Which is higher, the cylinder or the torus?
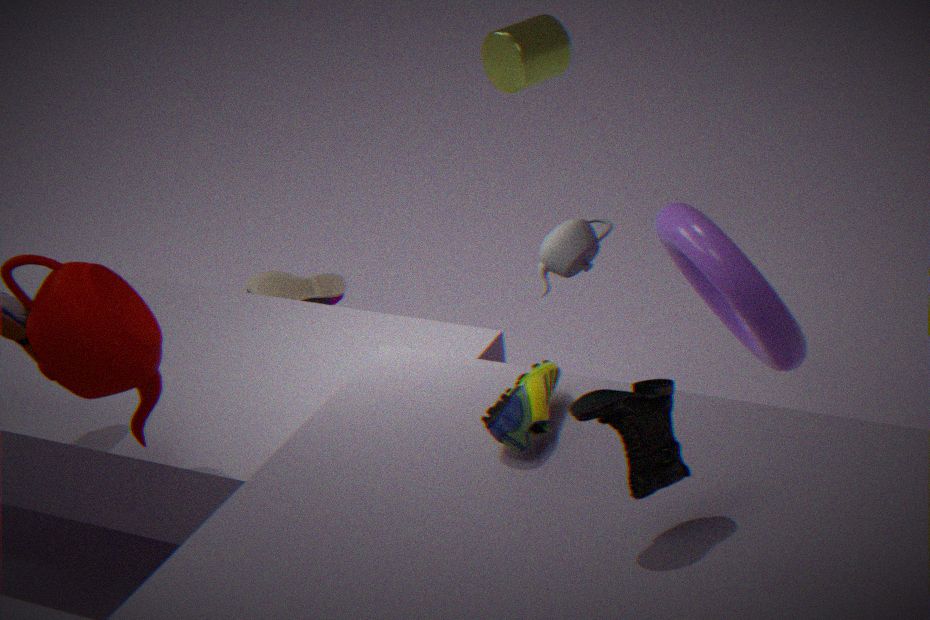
the cylinder
